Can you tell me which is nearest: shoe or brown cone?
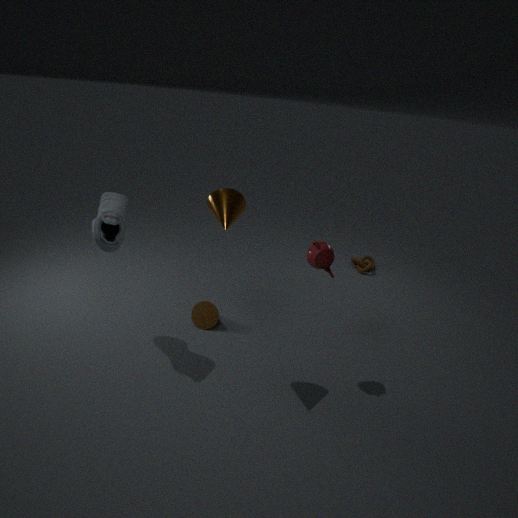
shoe
